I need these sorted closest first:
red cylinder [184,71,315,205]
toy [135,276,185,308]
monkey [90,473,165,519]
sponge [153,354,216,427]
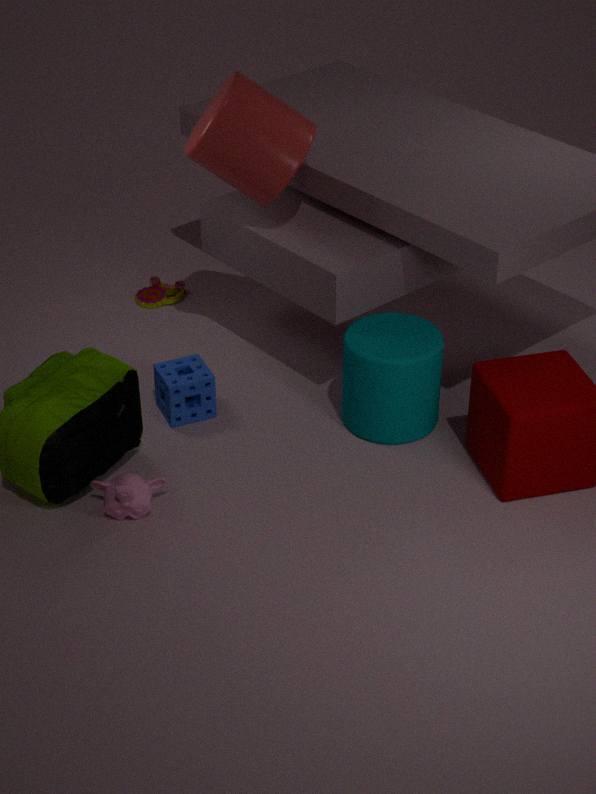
1. monkey [90,473,165,519]
2. red cylinder [184,71,315,205]
3. sponge [153,354,216,427]
4. toy [135,276,185,308]
